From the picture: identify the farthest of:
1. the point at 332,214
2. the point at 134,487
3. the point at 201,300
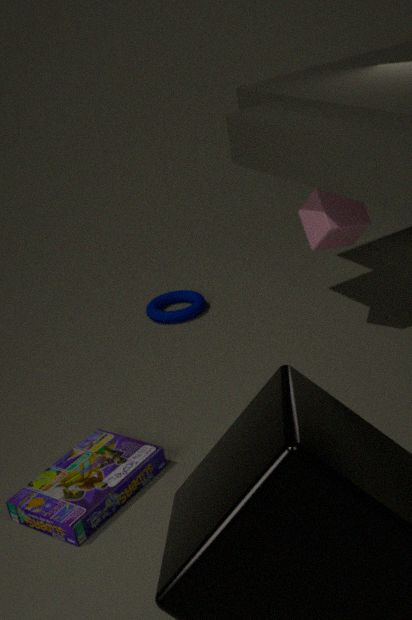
the point at 201,300
